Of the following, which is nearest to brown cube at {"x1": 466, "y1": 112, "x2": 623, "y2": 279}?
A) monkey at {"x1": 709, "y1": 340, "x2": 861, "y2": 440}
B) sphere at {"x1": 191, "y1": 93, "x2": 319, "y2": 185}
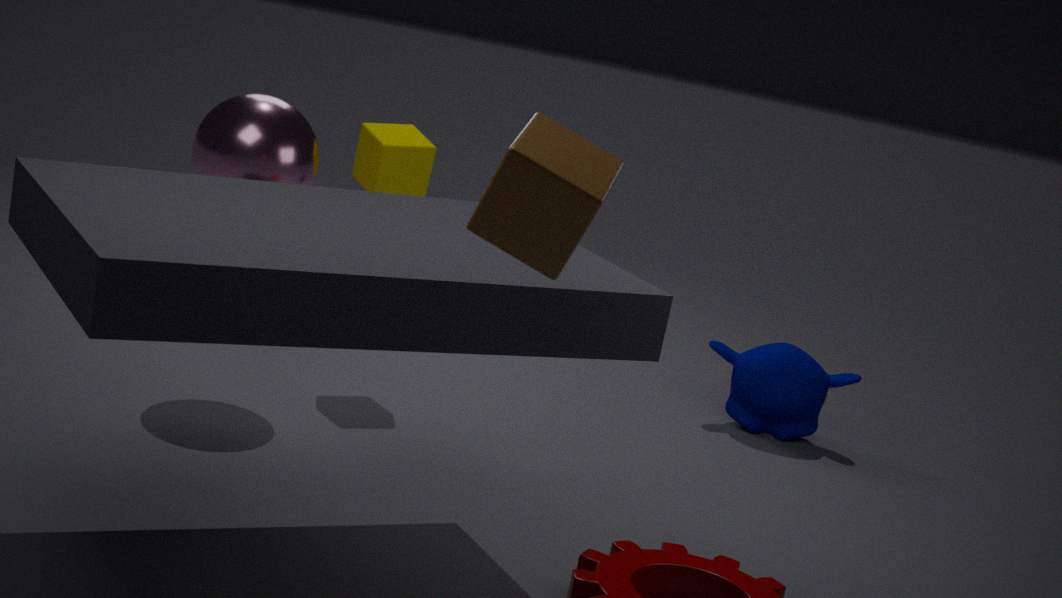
sphere at {"x1": 191, "y1": 93, "x2": 319, "y2": 185}
